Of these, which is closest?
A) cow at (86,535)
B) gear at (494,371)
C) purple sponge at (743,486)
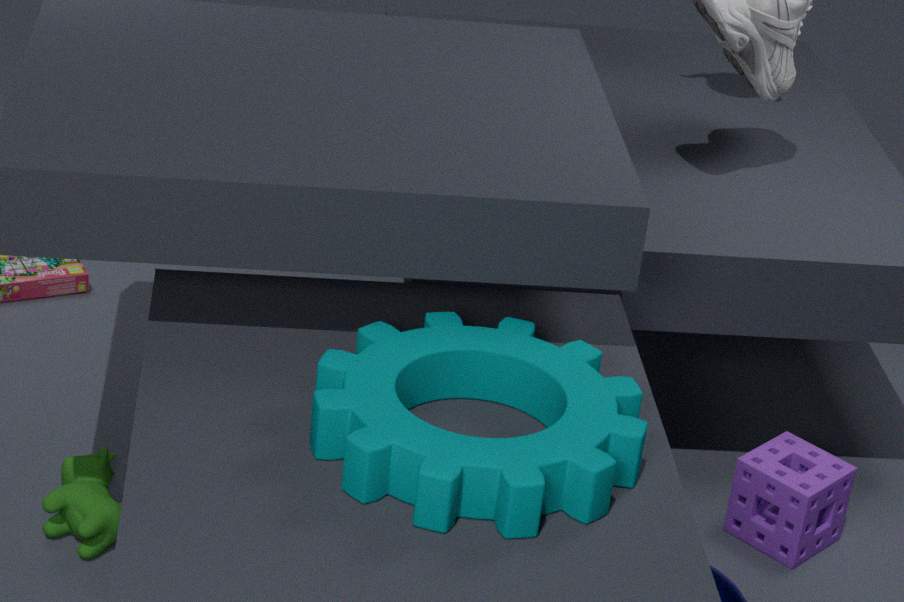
gear at (494,371)
